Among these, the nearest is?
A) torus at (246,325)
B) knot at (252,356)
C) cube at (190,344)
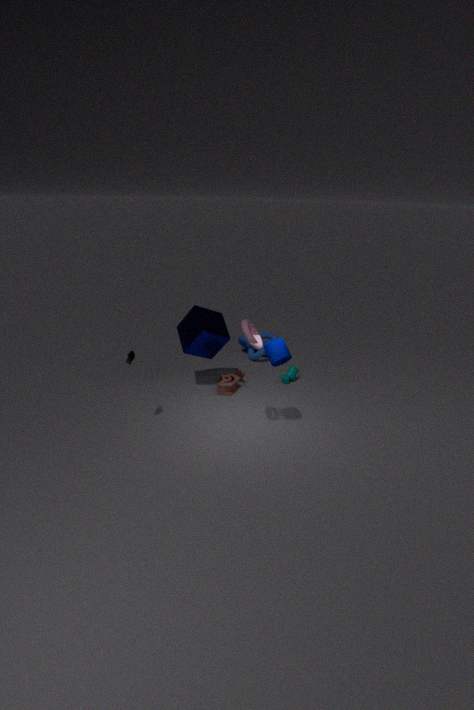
torus at (246,325)
